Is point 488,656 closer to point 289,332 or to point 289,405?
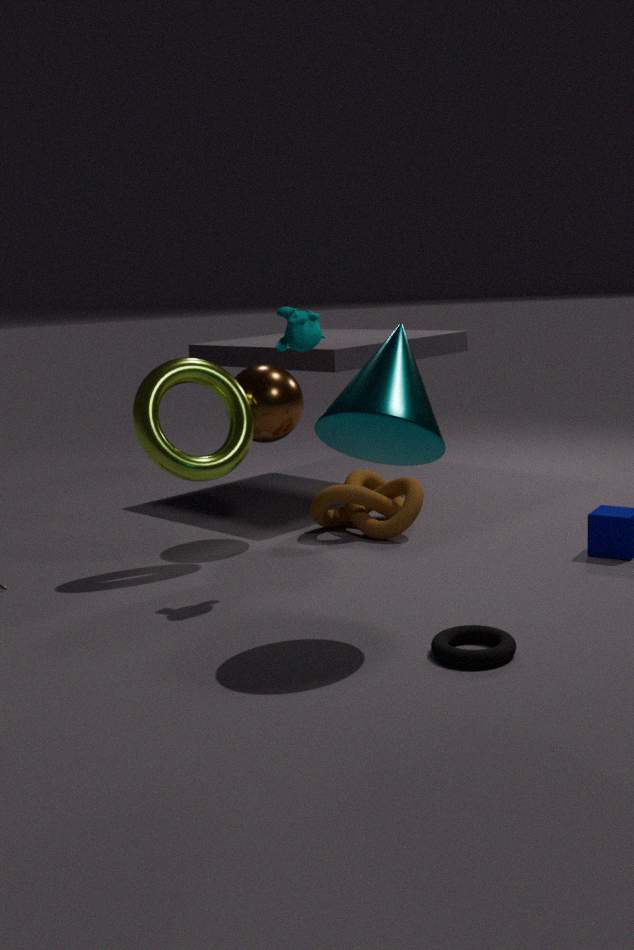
point 289,332
